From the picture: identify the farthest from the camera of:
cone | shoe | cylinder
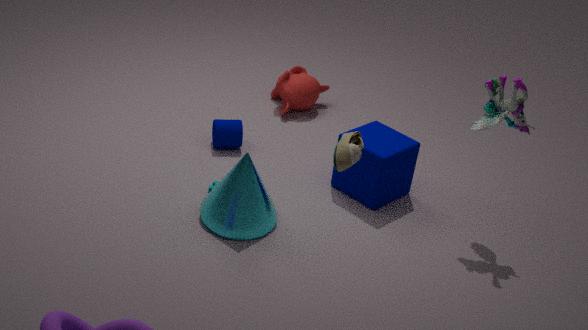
cylinder
